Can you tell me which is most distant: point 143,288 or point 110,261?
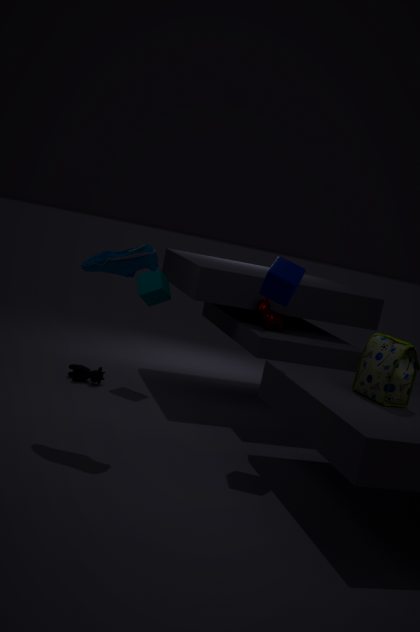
point 143,288
